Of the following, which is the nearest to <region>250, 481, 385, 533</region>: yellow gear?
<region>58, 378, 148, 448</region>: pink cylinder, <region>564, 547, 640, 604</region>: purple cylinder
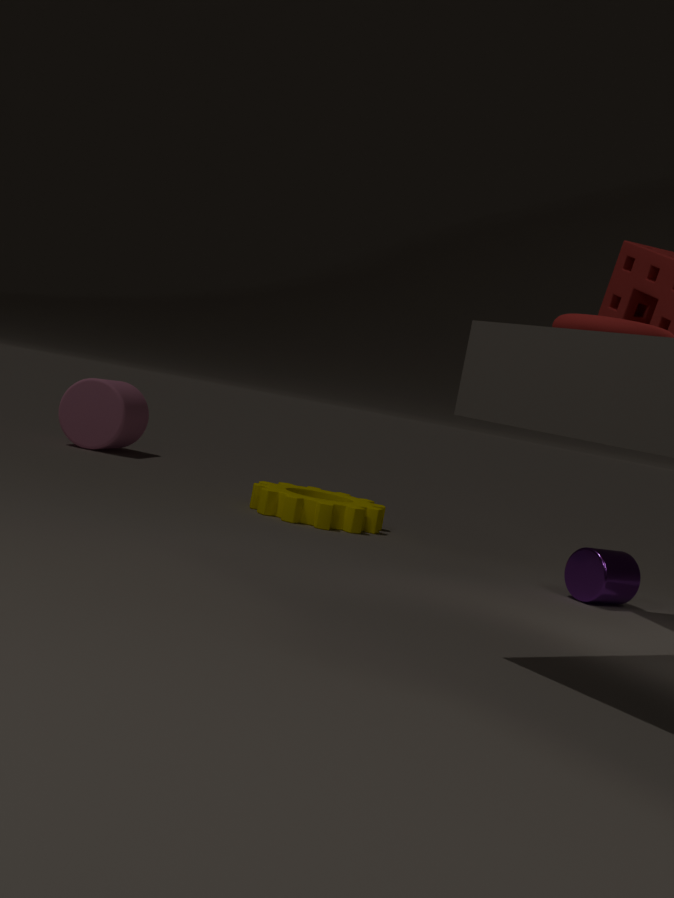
<region>564, 547, 640, 604</region>: purple cylinder
